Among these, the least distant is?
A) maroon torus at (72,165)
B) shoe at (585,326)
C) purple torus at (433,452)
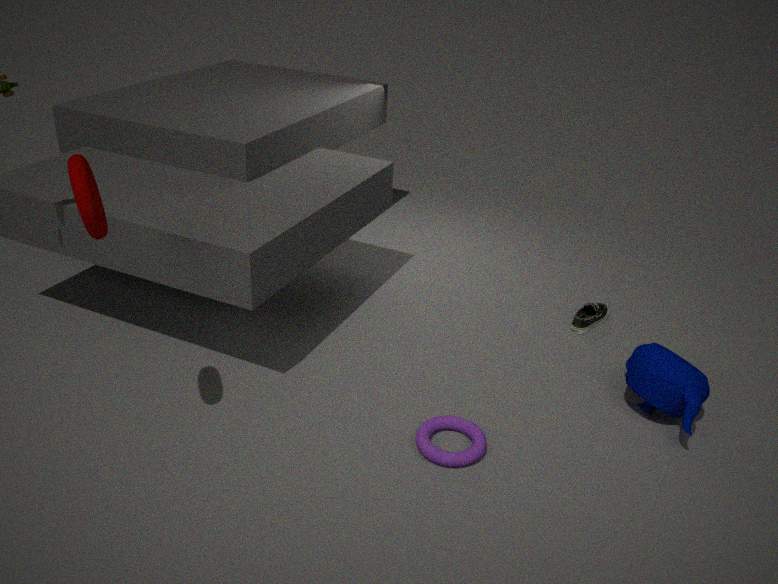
maroon torus at (72,165)
